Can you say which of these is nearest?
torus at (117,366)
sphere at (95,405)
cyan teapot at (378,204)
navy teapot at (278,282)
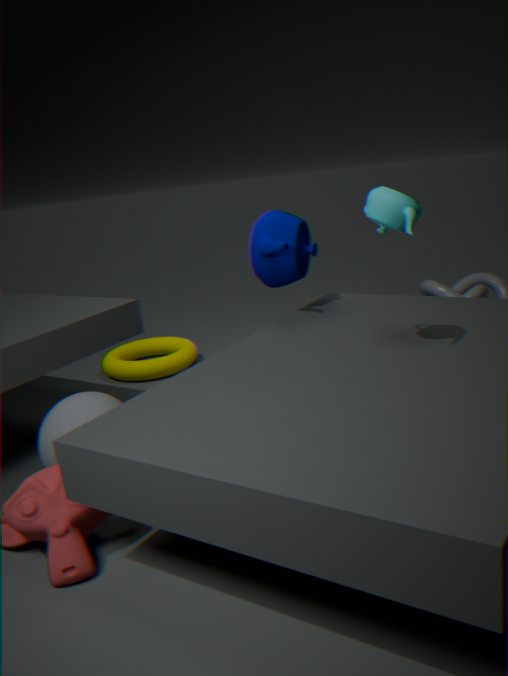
cyan teapot at (378,204)
